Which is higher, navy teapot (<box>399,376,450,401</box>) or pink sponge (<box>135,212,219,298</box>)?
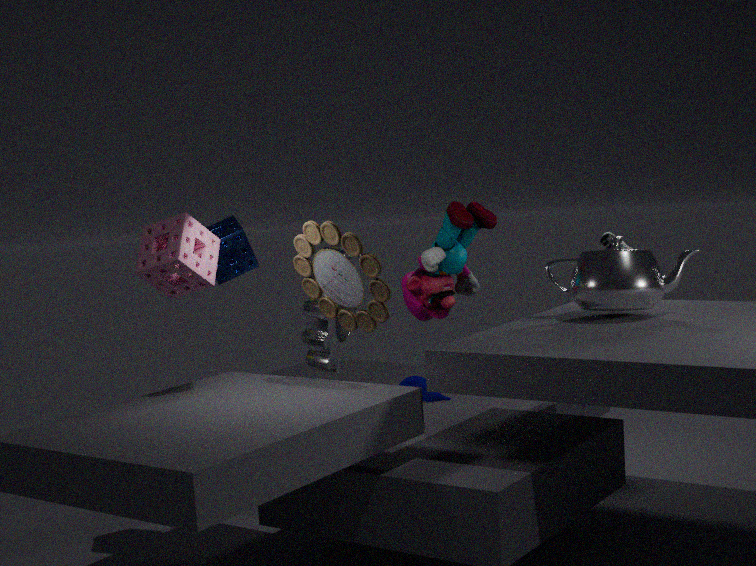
pink sponge (<box>135,212,219,298</box>)
